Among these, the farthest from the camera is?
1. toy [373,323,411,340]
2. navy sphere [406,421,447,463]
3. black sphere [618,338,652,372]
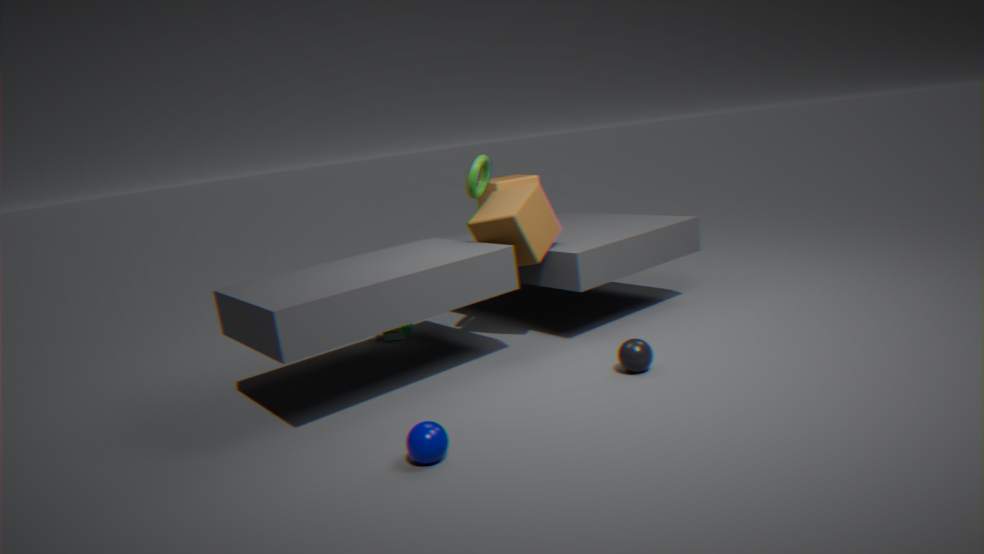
toy [373,323,411,340]
